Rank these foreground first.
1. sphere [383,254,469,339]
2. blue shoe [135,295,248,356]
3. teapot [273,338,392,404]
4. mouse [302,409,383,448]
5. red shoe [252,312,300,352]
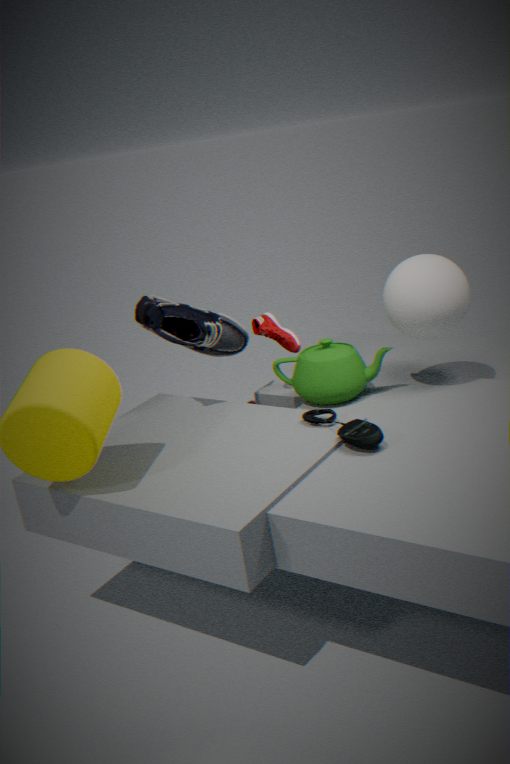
1. mouse [302,409,383,448]
2. sphere [383,254,469,339]
3. teapot [273,338,392,404]
4. blue shoe [135,295,248,356]
5. red shoe [252,312,300,352]
